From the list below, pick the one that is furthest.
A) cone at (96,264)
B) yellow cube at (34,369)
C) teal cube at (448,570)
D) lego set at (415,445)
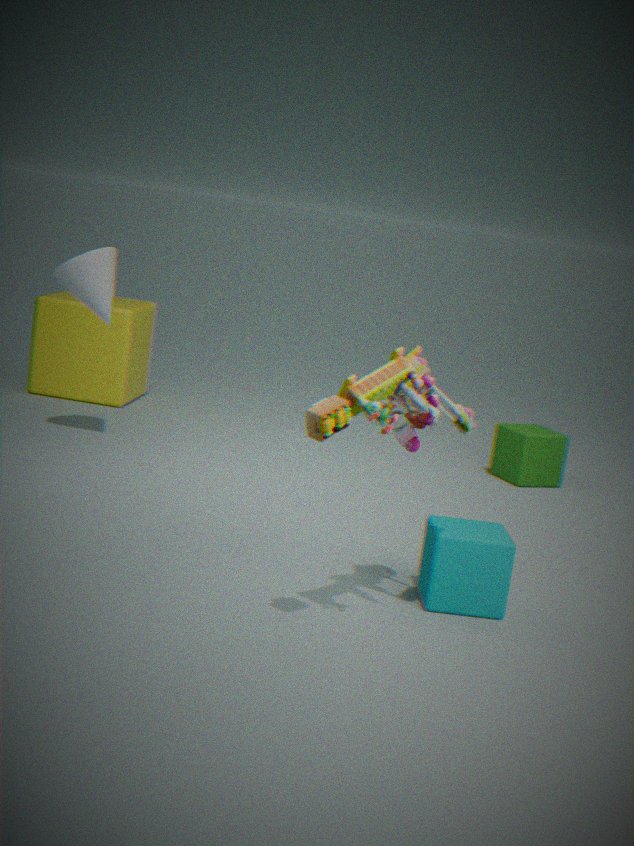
yellow cube at (34,369)
